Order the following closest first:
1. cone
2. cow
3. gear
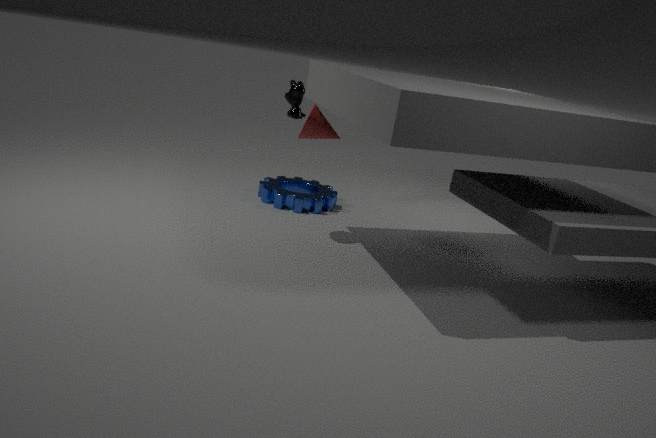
cone
cow
gear
